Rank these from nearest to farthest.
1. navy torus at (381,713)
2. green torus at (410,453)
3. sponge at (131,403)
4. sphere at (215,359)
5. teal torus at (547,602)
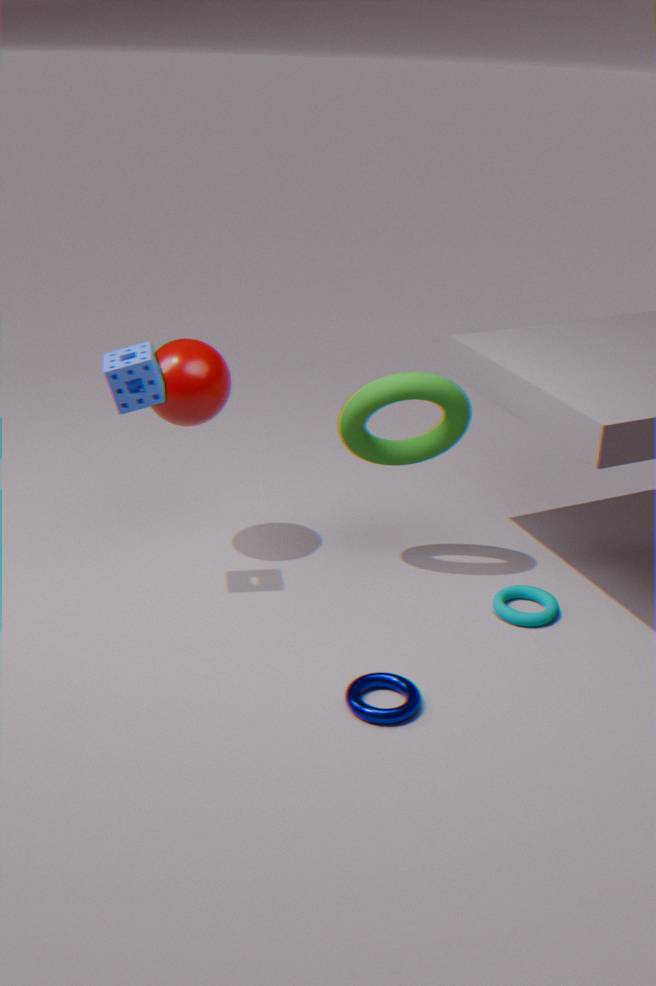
navy torus at (381,713) → sponge at (131,403) → green torus at (410,453) → sphere at (215,359) → teal torus at (547,602)
